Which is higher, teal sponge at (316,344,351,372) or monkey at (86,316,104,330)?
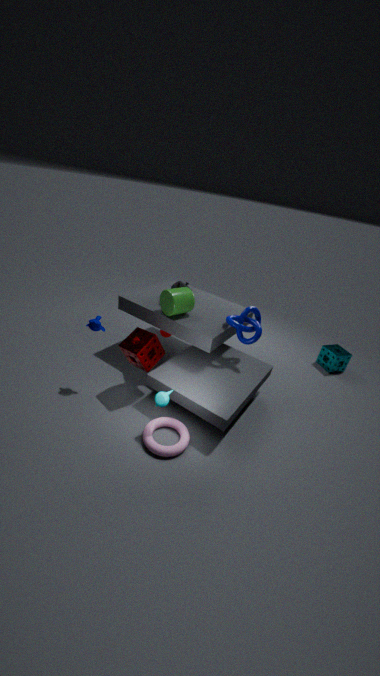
monkey at (86,316,104,330)
